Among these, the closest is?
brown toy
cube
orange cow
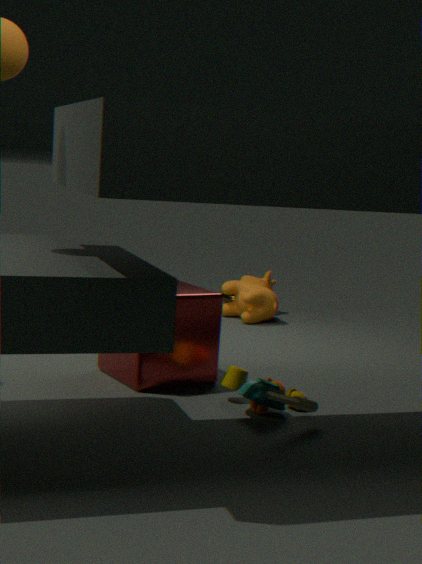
brown toy
